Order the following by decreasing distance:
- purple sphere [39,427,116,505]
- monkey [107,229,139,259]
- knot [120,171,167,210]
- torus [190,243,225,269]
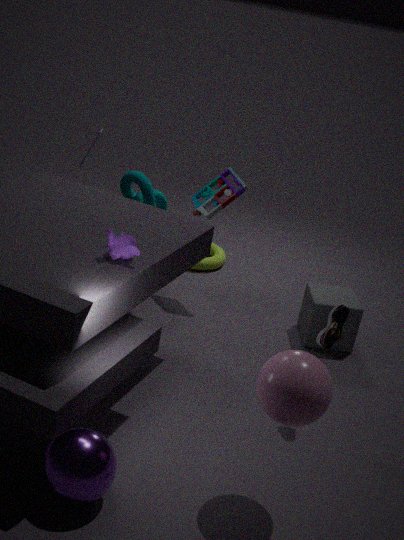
1. torus [190,243,225,269]
2. knot [120,171,167,210]
3. monkey [107,229,139,259]
4. purple sphere [39,427,116,505]
